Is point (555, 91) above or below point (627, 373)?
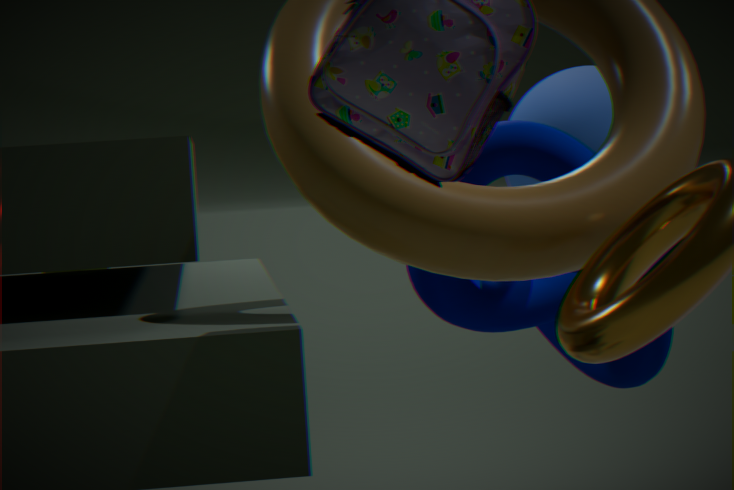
above
